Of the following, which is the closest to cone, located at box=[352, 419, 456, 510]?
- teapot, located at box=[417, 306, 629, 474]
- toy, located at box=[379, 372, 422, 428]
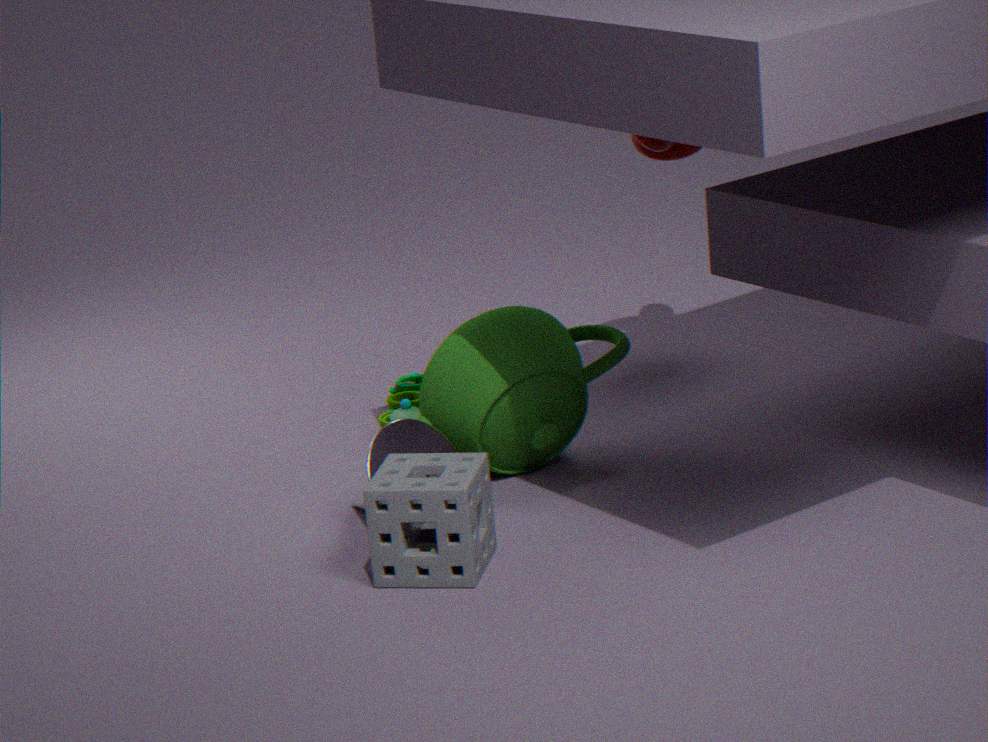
teapot, located at box=[417, 306, 629, 474]
